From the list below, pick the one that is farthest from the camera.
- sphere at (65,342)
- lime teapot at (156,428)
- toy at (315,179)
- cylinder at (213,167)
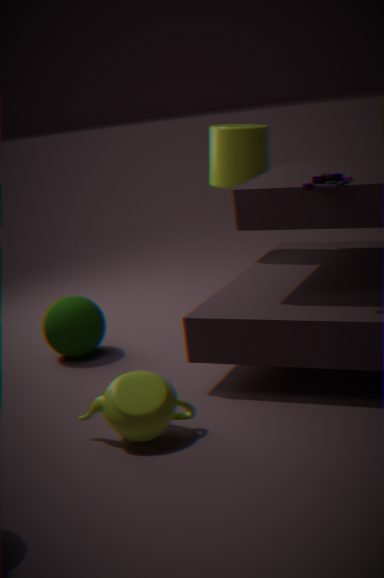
cylinder at (213,167)
